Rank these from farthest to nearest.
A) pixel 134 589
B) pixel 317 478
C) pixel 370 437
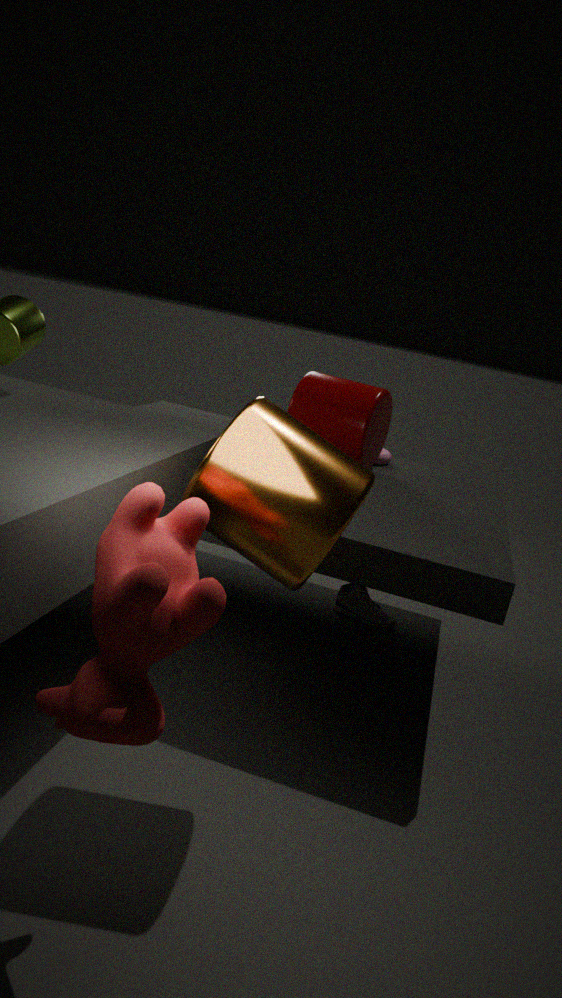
1. pixel 370 437
2. pixel 317 478
3. pixel 134 589
